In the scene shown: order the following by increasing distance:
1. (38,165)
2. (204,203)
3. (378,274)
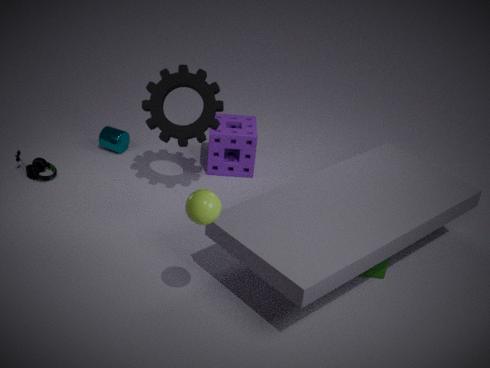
(204,203)
(378,274)
(38,165)
